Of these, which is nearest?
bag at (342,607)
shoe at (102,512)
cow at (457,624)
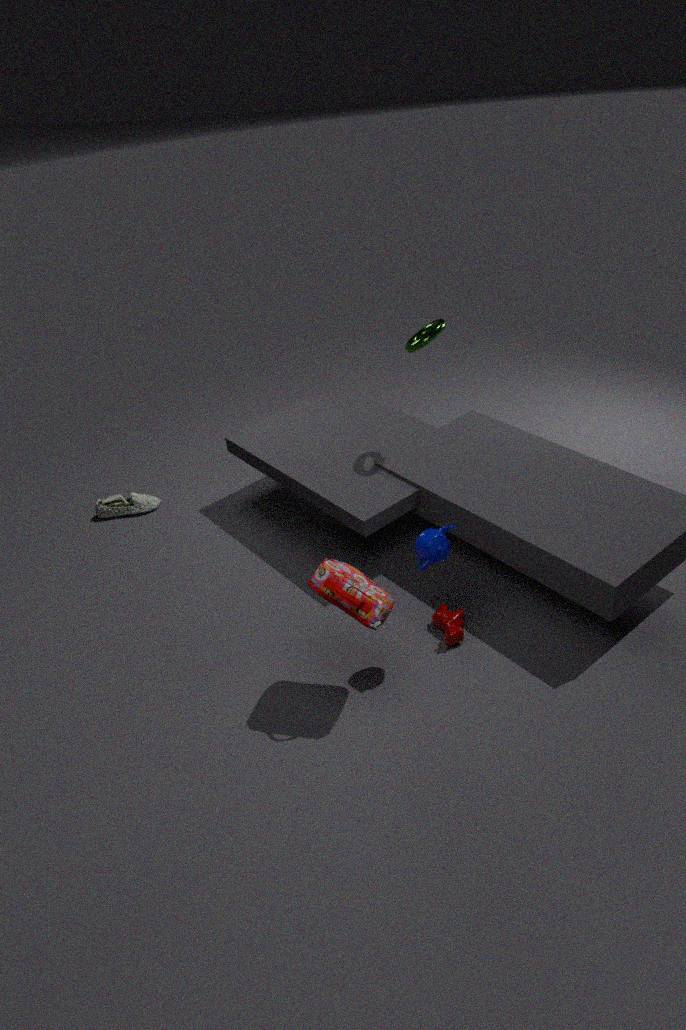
bag at (342,607)
